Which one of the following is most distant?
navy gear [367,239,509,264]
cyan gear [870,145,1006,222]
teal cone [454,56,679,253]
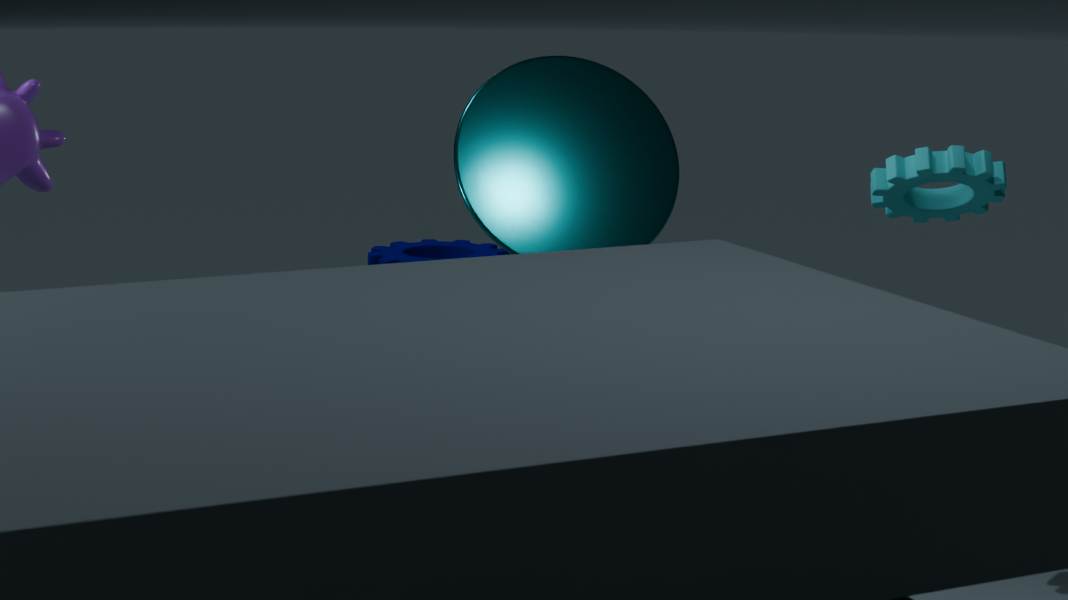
navy gear [367,239,509,264]
